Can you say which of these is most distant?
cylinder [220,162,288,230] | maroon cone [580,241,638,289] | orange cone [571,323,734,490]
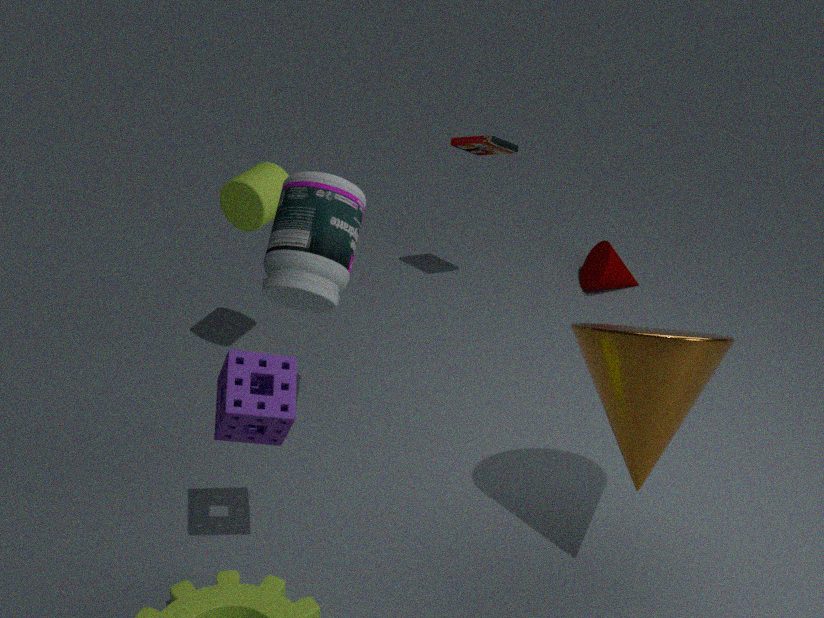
maroon cone [580,241,638,289]
